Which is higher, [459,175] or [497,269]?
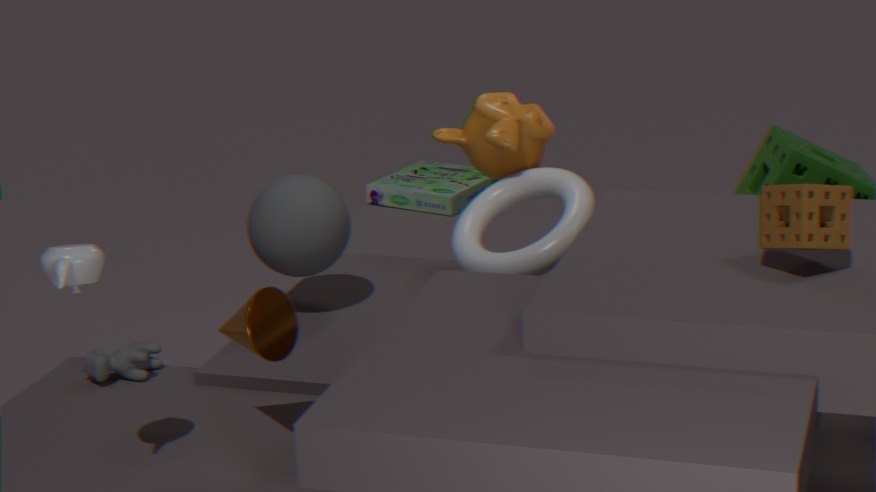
[497,269]
